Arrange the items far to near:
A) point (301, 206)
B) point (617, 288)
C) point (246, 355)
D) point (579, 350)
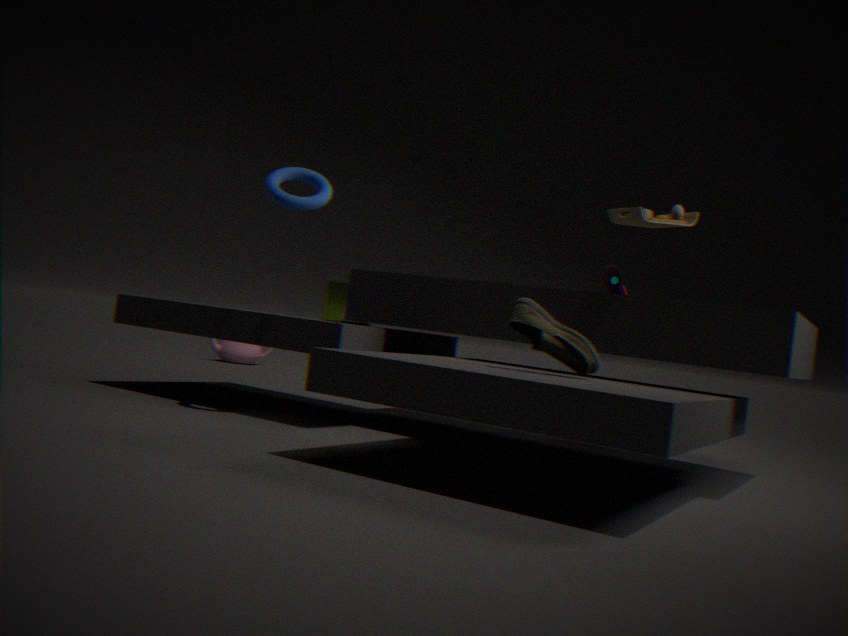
point (246, 355) < point (617, 288) < point (301, 206) < point (579, 350)
